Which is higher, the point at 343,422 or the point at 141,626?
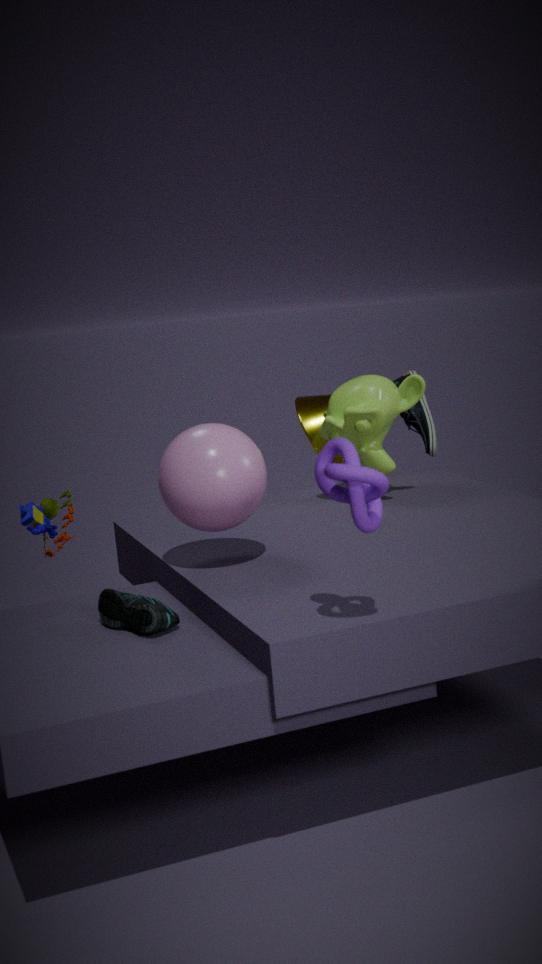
the point at 343,422
